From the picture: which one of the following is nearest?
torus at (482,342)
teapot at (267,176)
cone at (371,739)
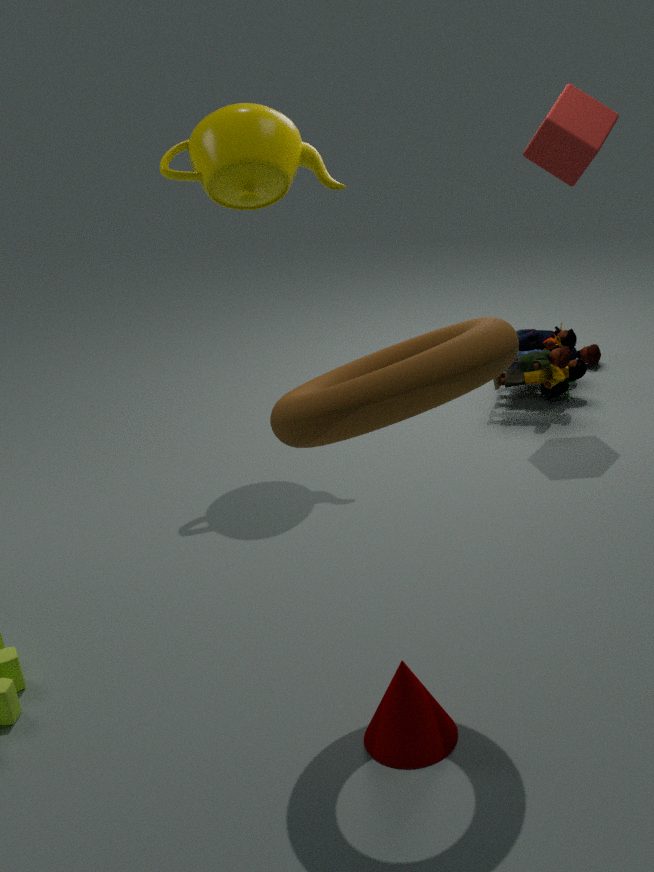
torus at (482,342)
